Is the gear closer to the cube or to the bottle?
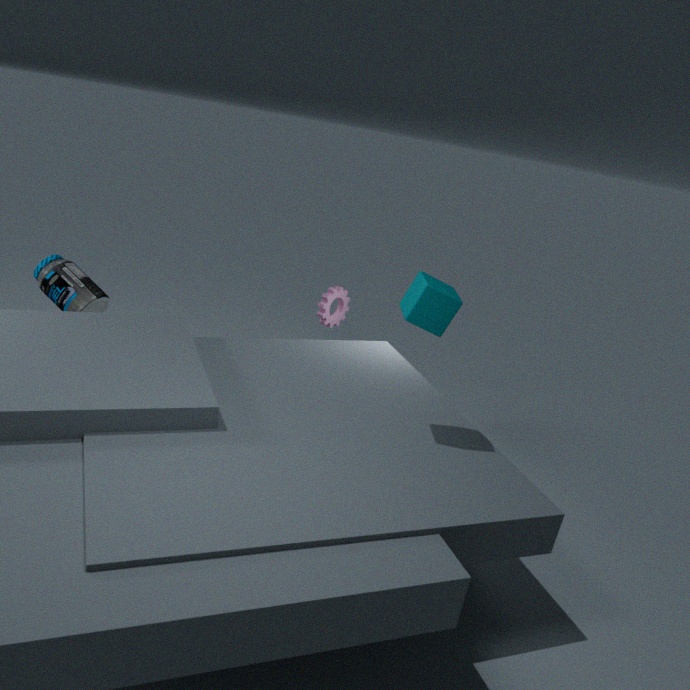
the bottle
